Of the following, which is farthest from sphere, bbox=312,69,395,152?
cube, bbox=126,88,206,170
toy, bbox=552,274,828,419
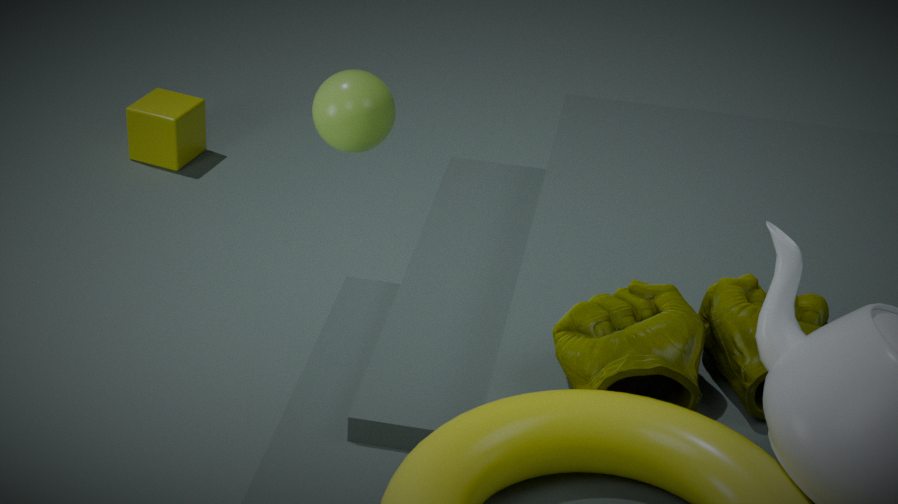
cube, bbox=126,88,206,170
